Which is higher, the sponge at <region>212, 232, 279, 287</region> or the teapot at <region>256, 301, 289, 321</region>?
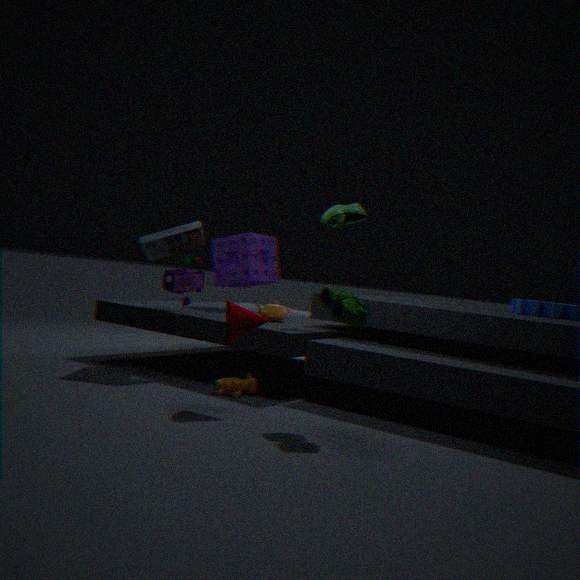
the sponge at <region>212, 232, 279, 287</region>
